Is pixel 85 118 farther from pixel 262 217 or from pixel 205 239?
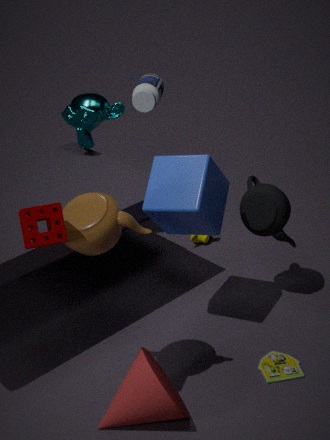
pixel 262 217
